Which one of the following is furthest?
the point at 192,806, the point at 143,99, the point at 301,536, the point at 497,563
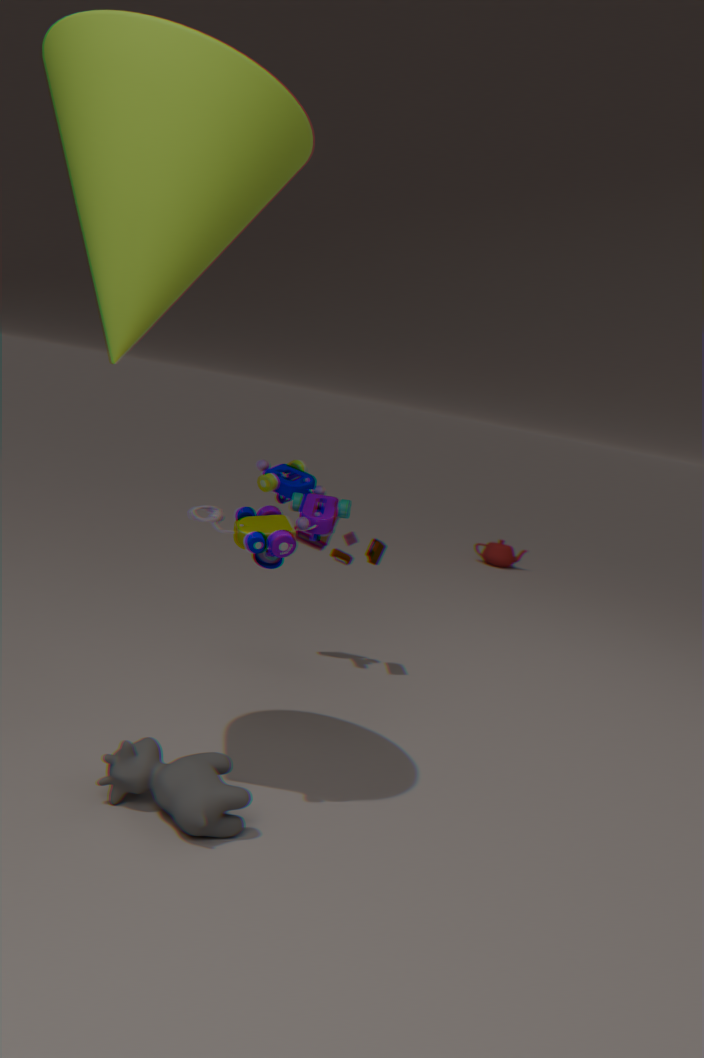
the point at 497,563
